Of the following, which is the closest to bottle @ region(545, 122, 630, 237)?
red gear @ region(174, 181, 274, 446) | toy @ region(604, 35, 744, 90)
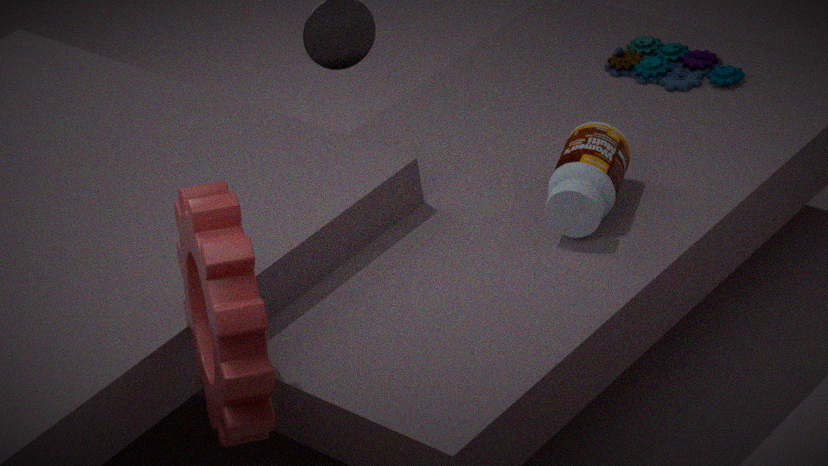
toy @ region(604, 35, 744, 90)
